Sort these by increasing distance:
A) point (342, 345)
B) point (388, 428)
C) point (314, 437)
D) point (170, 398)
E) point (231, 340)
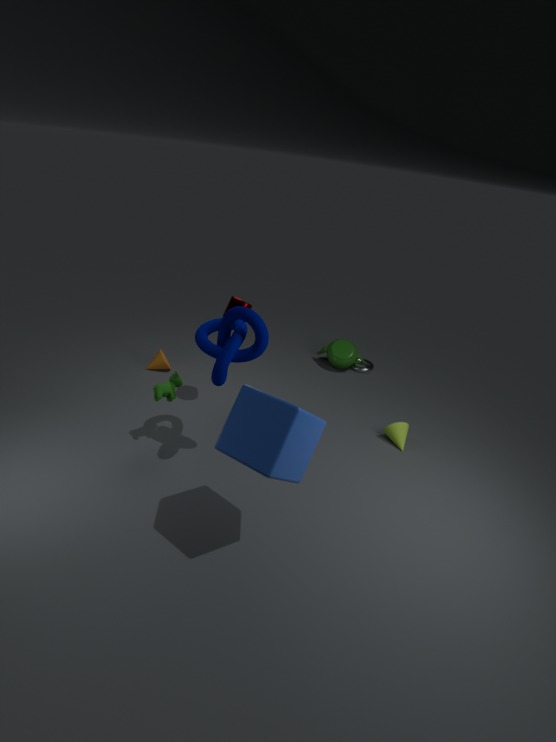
1. point (314, 437)
2. point (231, 340)
3. point (170, 398)
4. point (388, 428)
5. point (342, 345)
